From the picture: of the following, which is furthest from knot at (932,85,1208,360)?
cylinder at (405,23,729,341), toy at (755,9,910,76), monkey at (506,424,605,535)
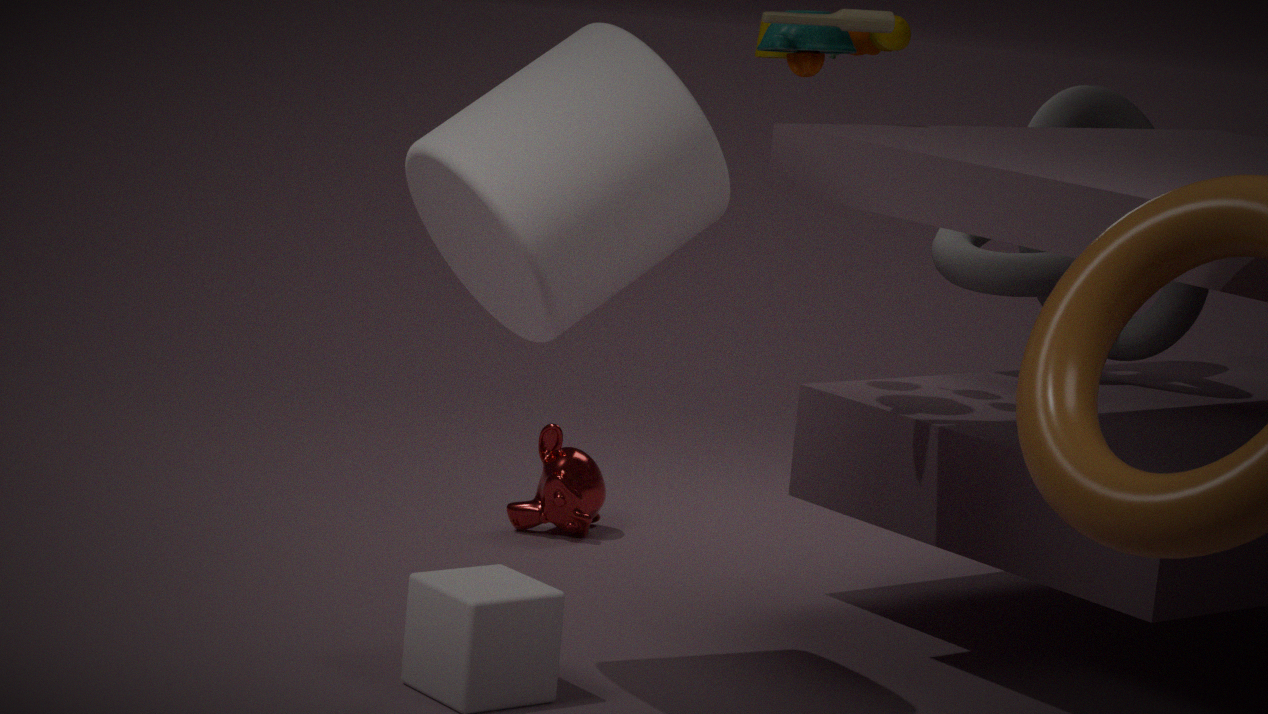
cylinder at (405,23,729,341)
